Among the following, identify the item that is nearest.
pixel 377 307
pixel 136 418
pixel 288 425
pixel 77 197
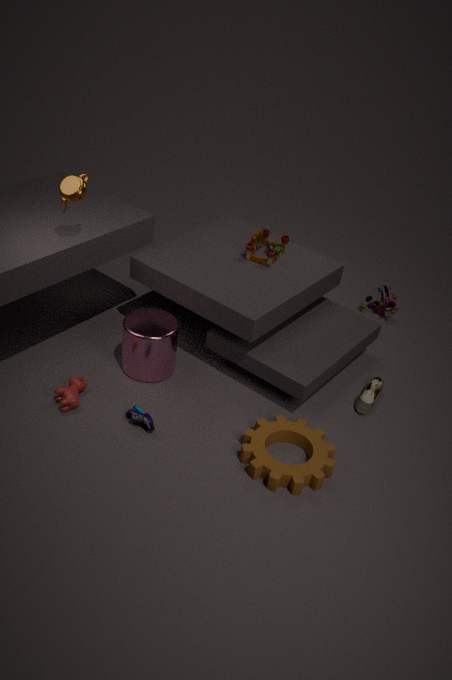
pixel 77 197
